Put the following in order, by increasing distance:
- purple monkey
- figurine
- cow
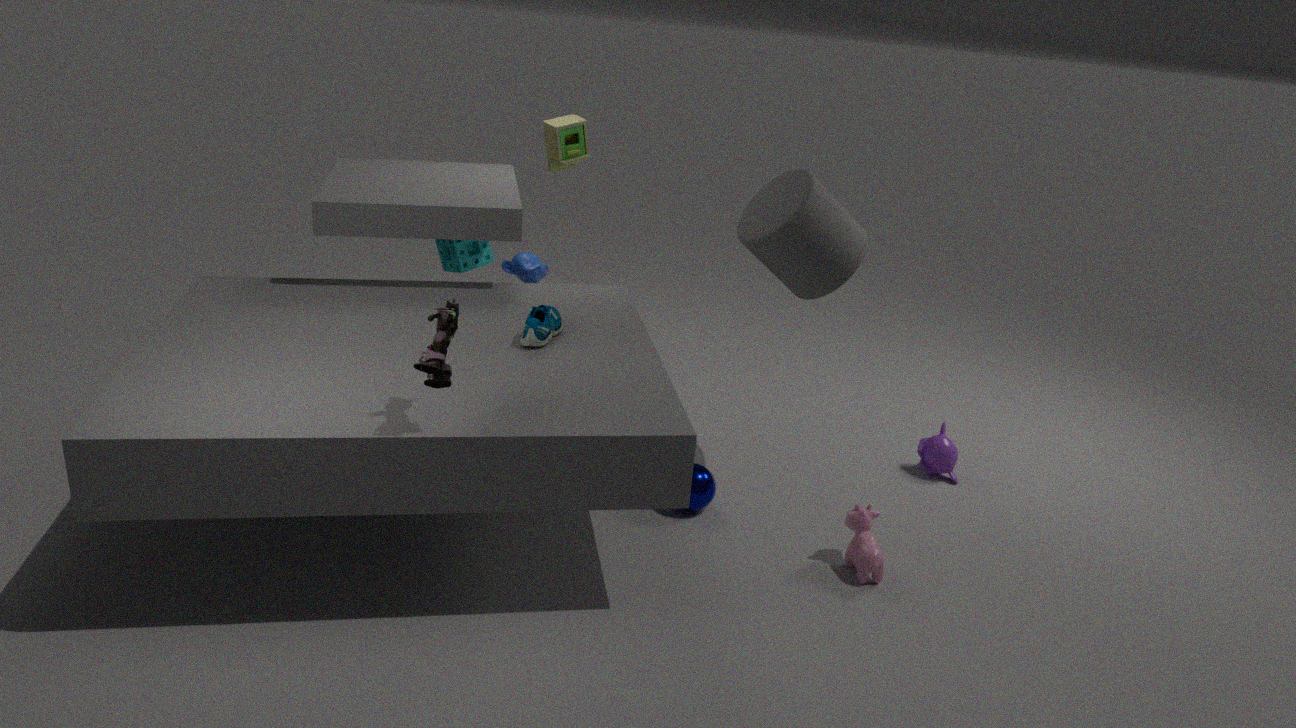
figurine → cow → purple monkey
